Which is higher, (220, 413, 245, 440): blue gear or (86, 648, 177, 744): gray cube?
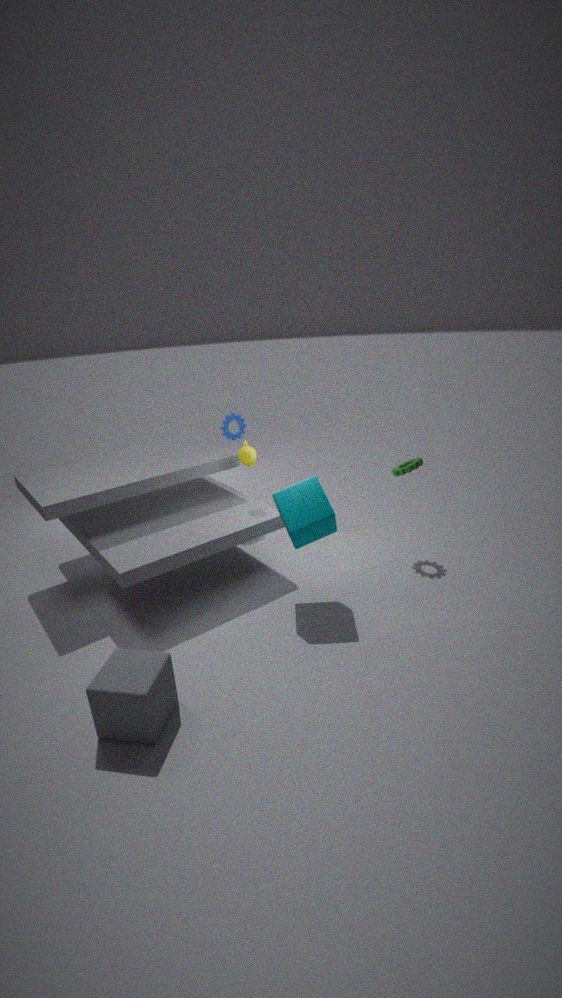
(220, 413, 245, 440): blue gear
